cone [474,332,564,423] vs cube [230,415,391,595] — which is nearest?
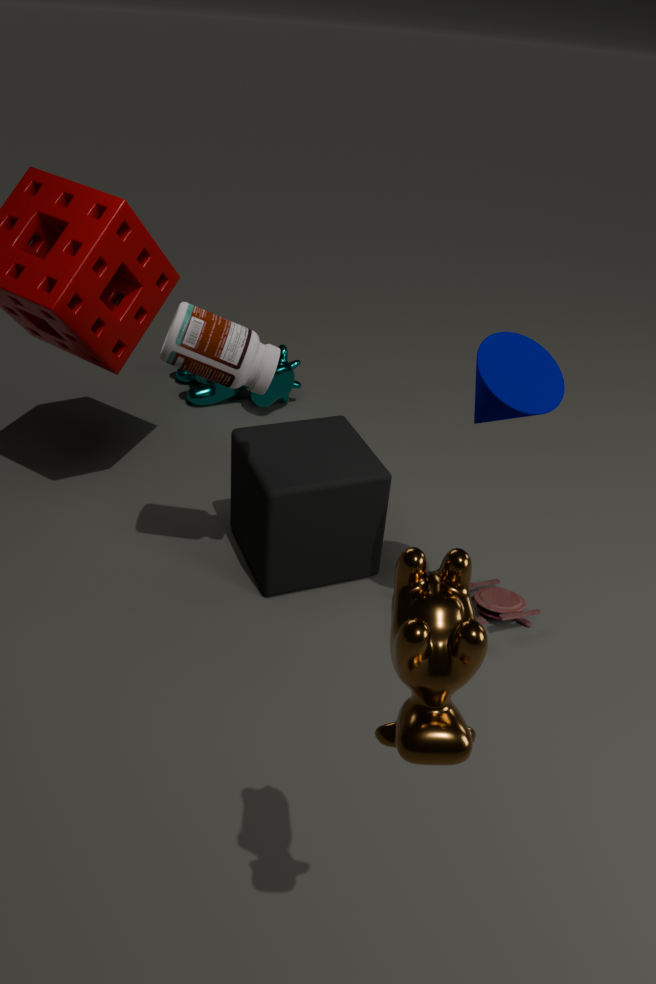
cone [474,332,564,423]
